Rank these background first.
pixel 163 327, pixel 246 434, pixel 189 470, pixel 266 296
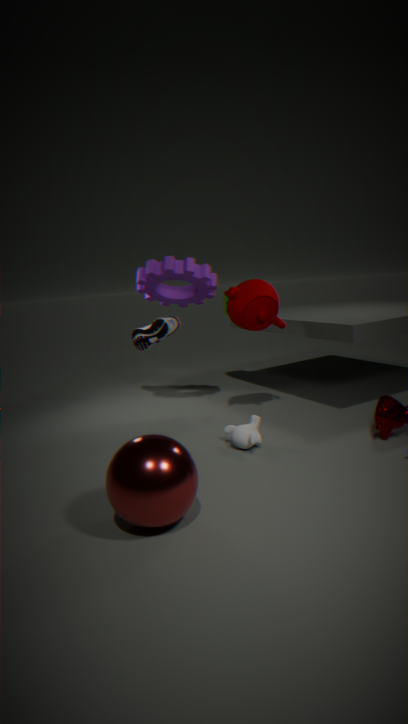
pixel 163 327
pixel 266 296
pixel 246 434
pixel 189 470
